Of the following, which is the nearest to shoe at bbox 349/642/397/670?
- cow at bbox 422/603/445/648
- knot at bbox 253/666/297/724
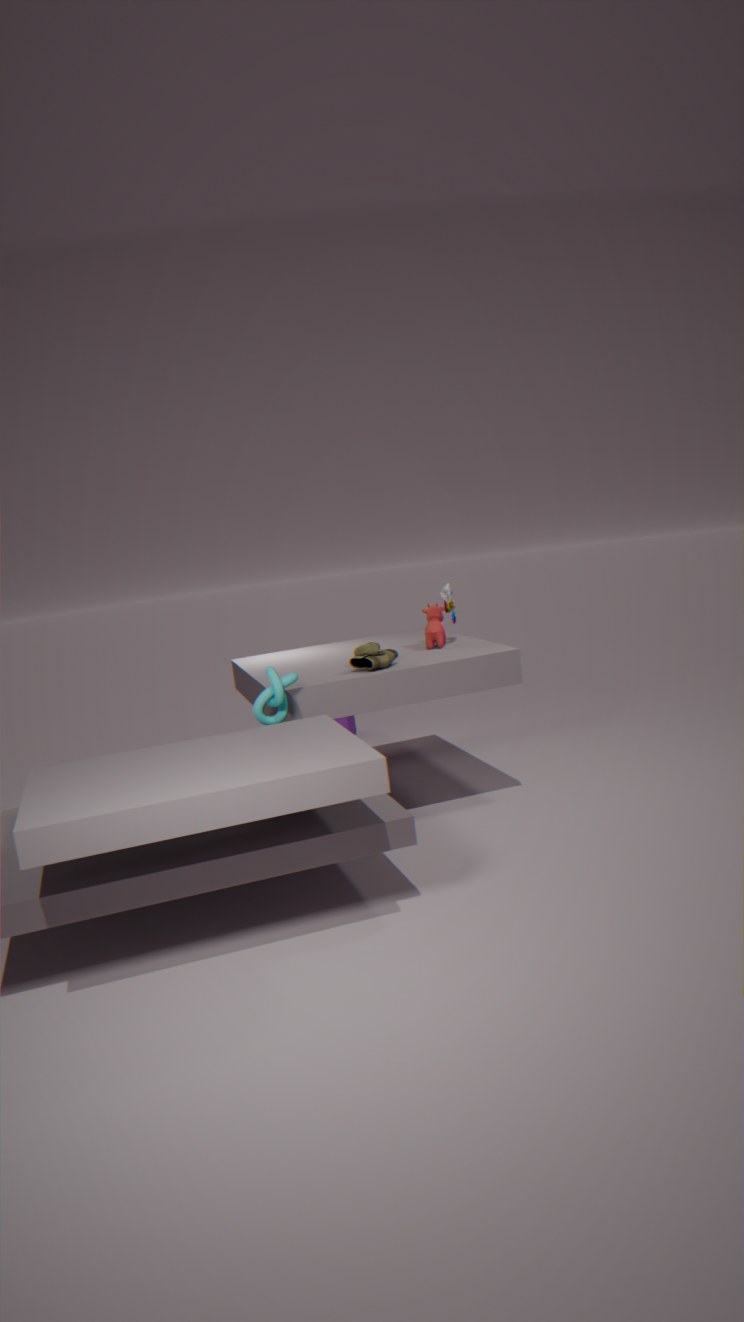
cow at bbox 422/603/445/648
